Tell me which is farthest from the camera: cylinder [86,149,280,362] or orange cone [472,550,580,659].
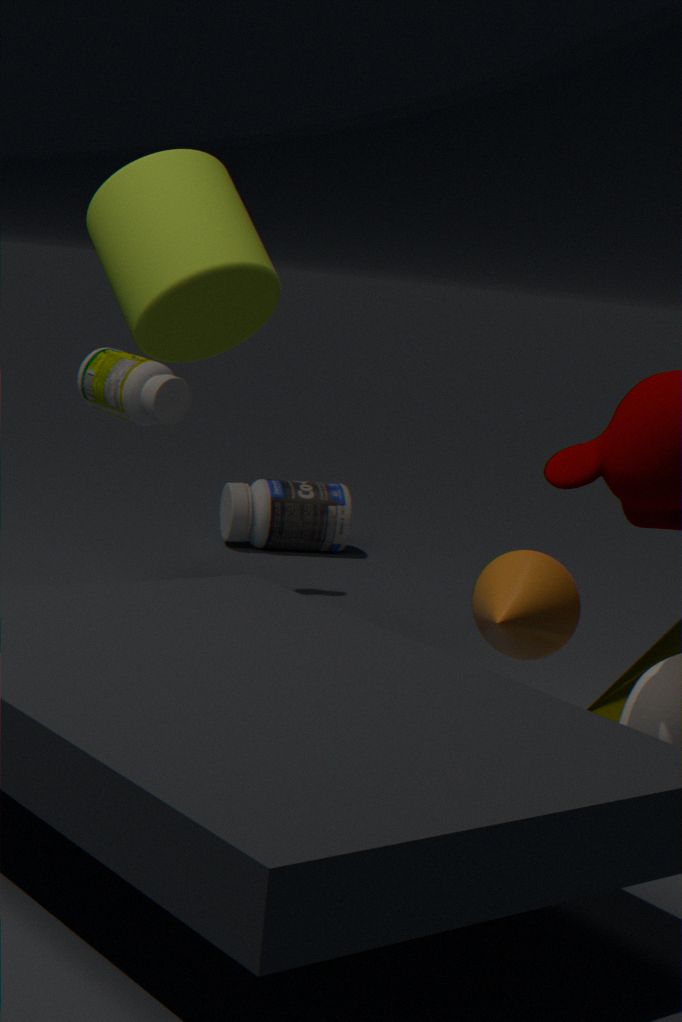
cylinder [86,149,280,362]
